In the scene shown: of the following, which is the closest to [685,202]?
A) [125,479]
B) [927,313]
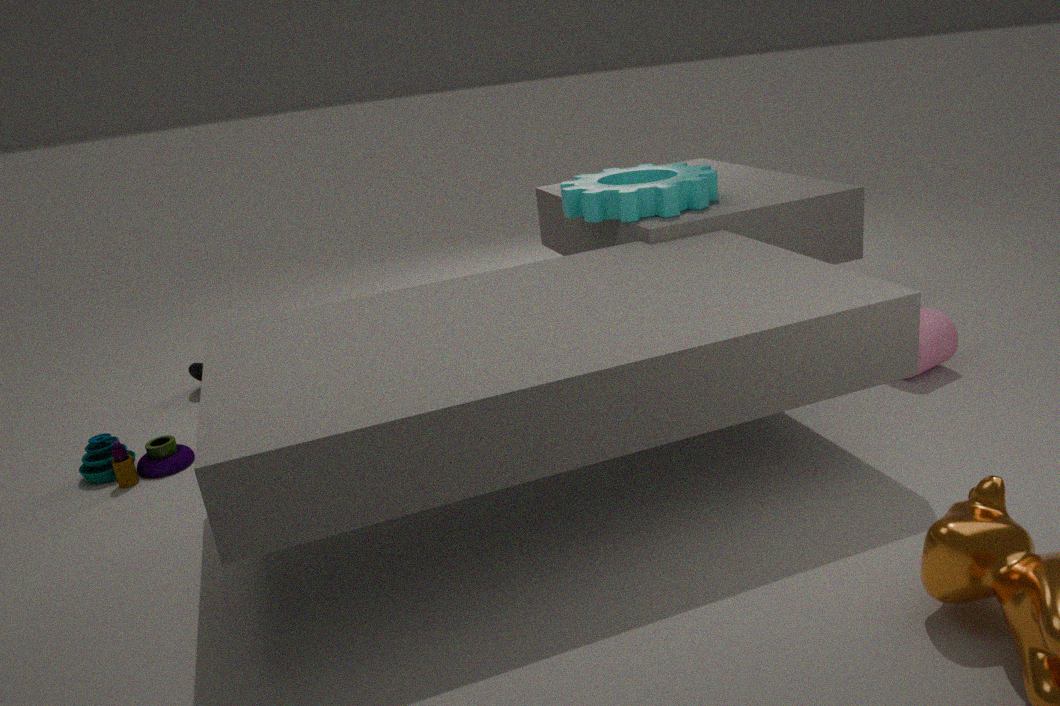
[927,313]
